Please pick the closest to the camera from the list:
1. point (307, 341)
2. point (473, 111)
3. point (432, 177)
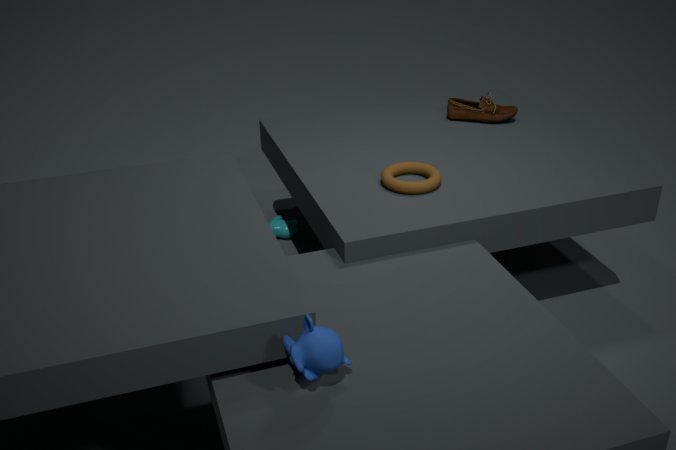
point (307, 341)
